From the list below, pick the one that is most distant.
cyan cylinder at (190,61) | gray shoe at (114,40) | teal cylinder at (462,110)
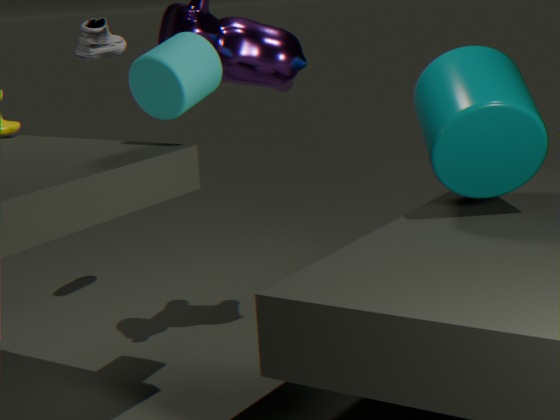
gray shoe at (114,40)
